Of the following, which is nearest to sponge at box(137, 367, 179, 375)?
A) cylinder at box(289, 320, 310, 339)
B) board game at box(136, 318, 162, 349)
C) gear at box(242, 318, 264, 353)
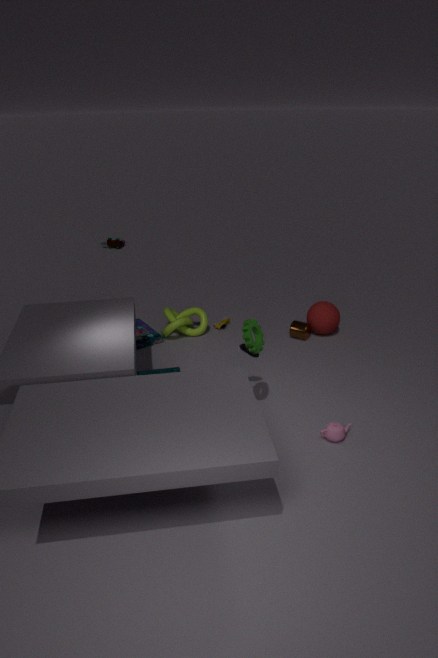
gear at box(242, 318, 264, 353)
